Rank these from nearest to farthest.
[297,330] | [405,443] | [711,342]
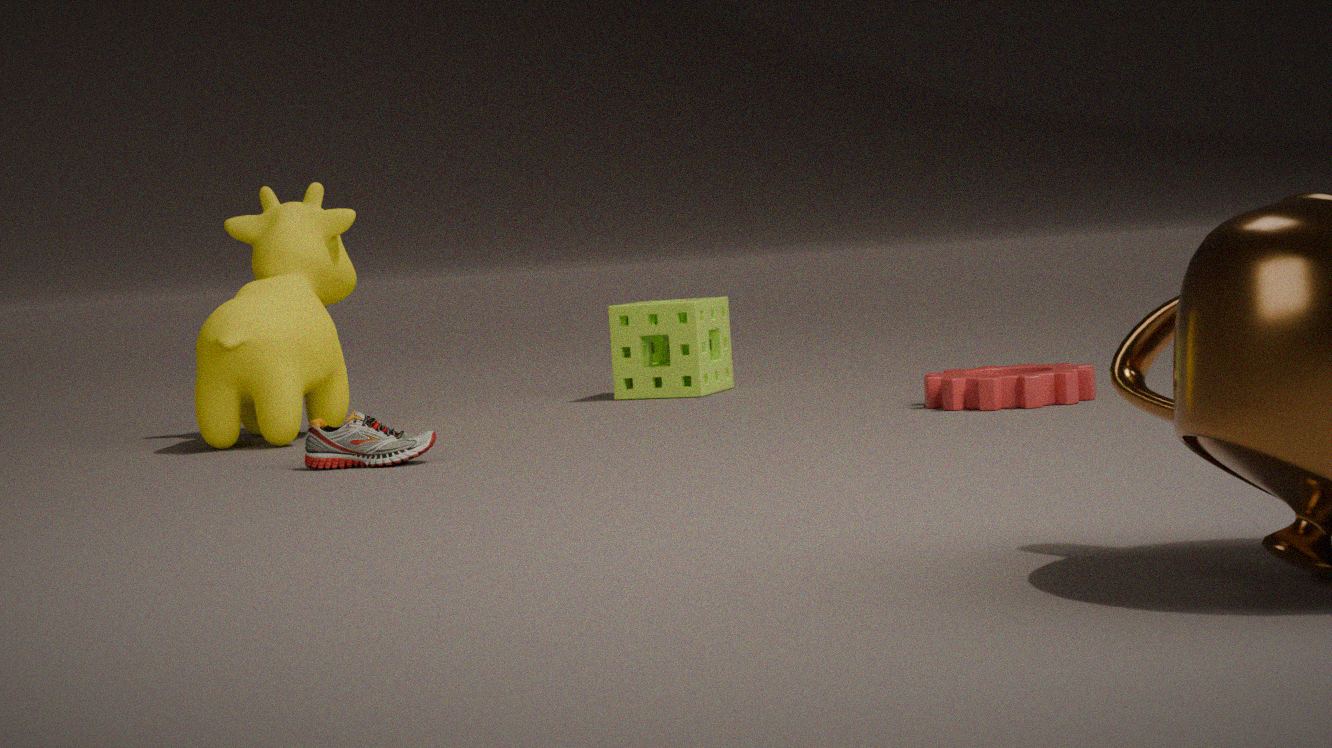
[405,443] → [297,330] → [711,342]
